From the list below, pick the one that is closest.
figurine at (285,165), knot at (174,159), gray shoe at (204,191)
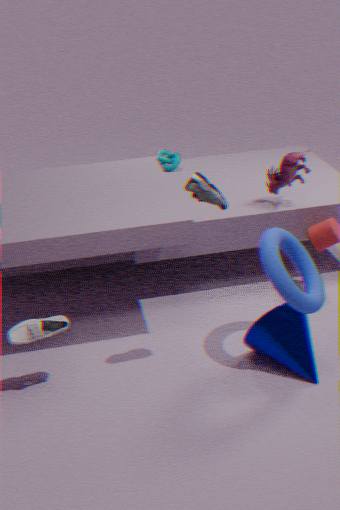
gray shoe at (204,191)
